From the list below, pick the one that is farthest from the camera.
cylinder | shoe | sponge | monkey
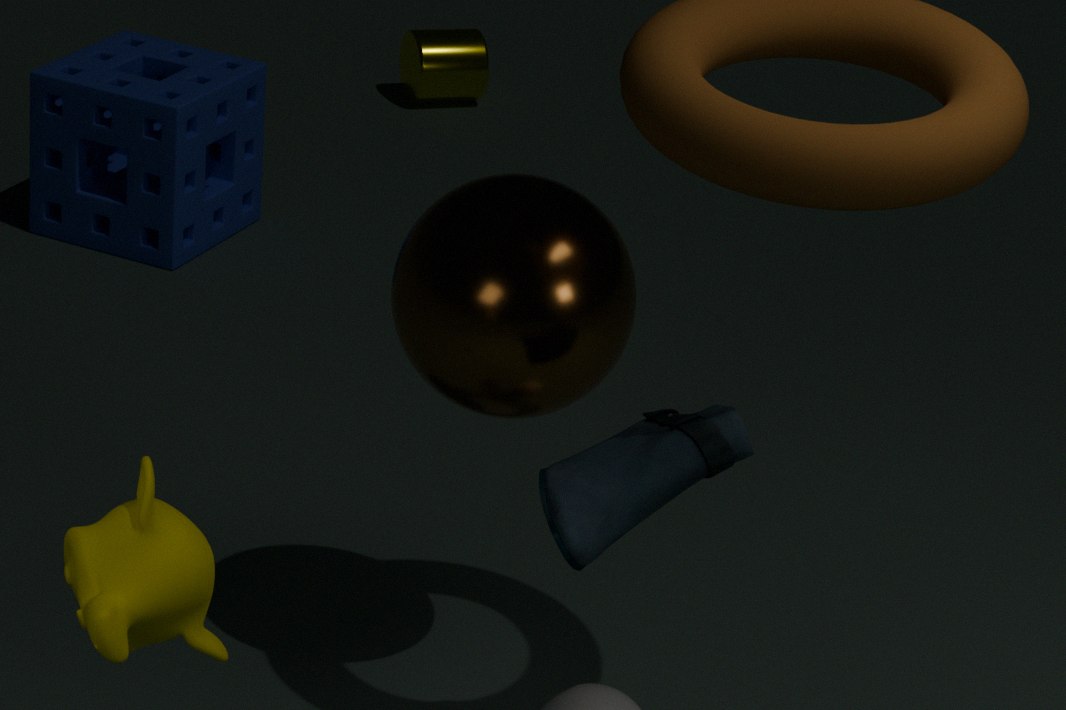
cylinder
